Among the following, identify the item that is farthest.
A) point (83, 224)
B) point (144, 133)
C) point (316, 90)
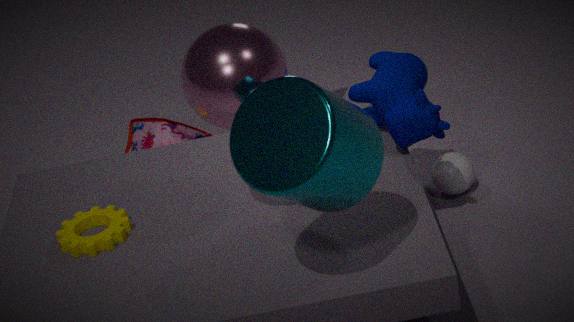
point (144, 133)
